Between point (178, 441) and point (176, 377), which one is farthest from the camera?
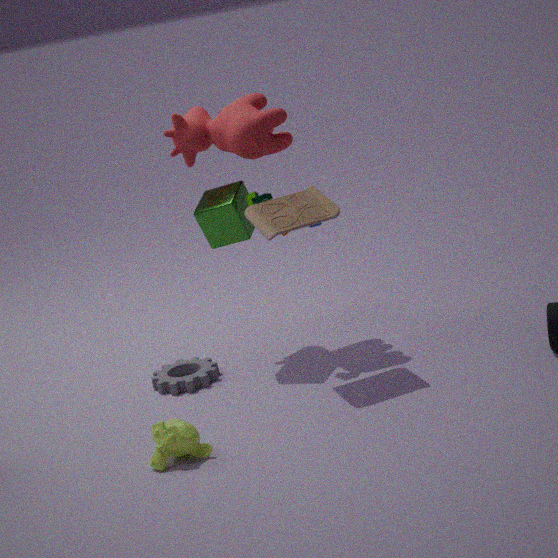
point (176, 377)
